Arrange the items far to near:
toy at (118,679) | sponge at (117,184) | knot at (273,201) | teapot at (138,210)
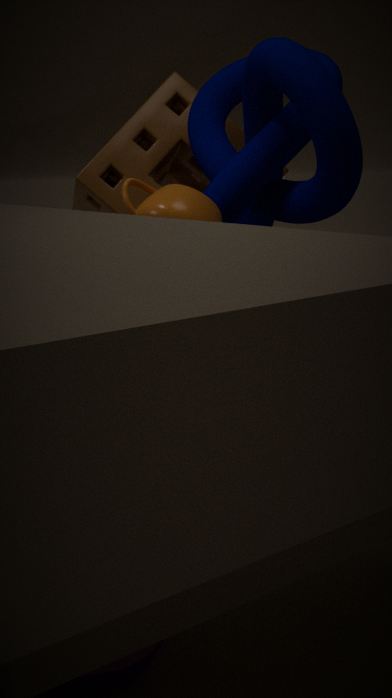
sponge at (117,184), knot at (273,201), teapot at (138,210), toy at (118,679)
